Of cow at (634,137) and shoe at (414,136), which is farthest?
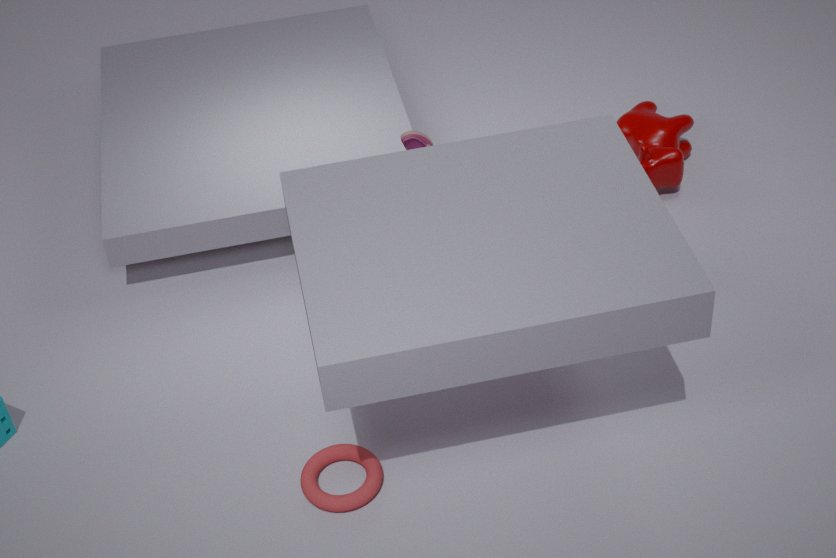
cow at (634,137)
